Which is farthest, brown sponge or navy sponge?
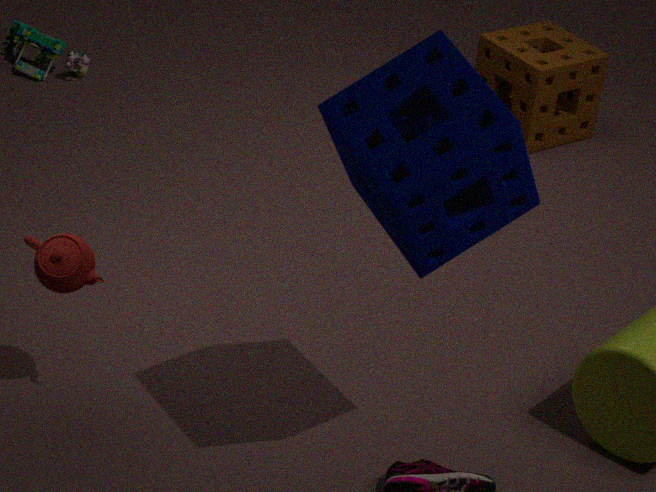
brown sponge
